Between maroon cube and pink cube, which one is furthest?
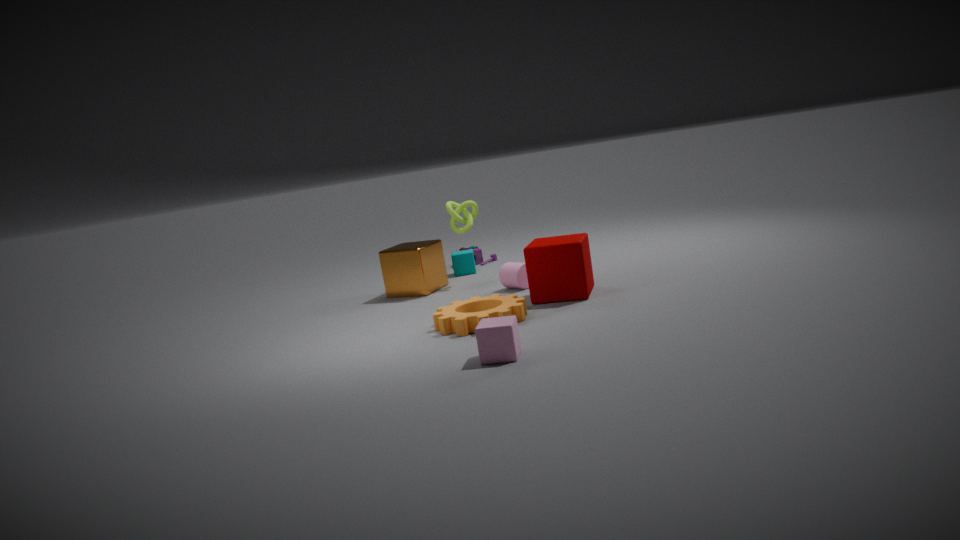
maroon cube
